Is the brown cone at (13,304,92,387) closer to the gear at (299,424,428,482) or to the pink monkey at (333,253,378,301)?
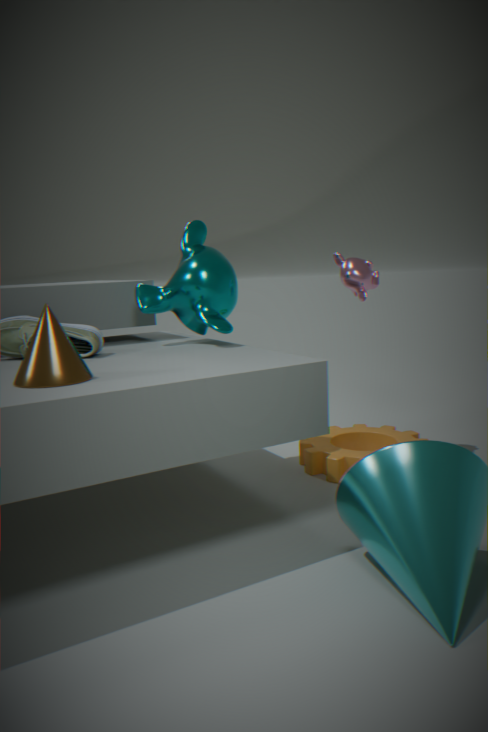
the gear at (299,424,428,482)
